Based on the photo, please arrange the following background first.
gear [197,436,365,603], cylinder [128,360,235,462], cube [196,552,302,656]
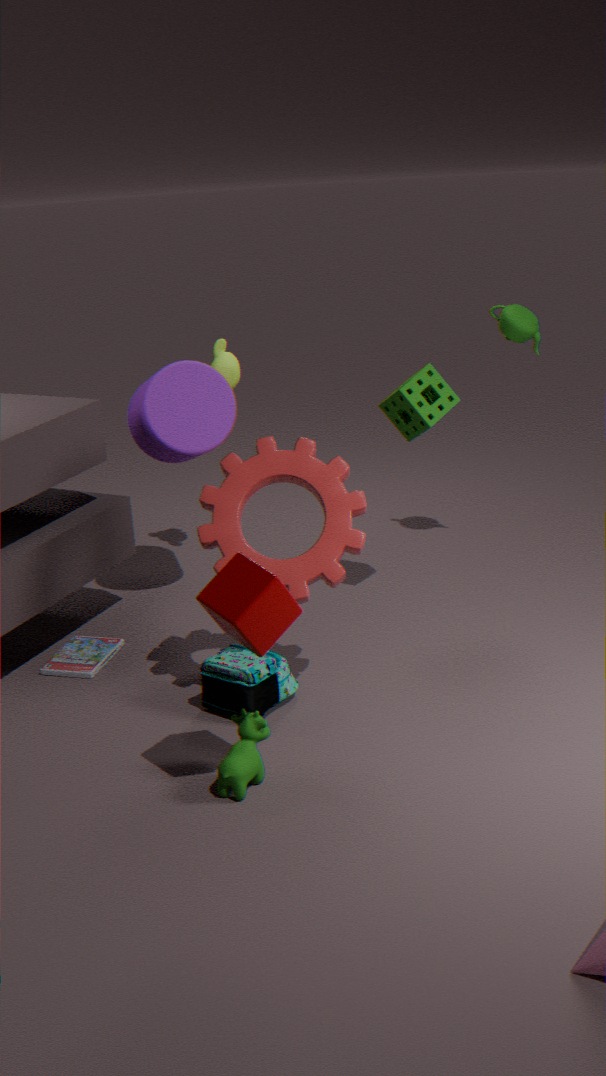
cylinder [128,360,235,462] < gear [197,436,365,603] < cube [196,552,302,656]
